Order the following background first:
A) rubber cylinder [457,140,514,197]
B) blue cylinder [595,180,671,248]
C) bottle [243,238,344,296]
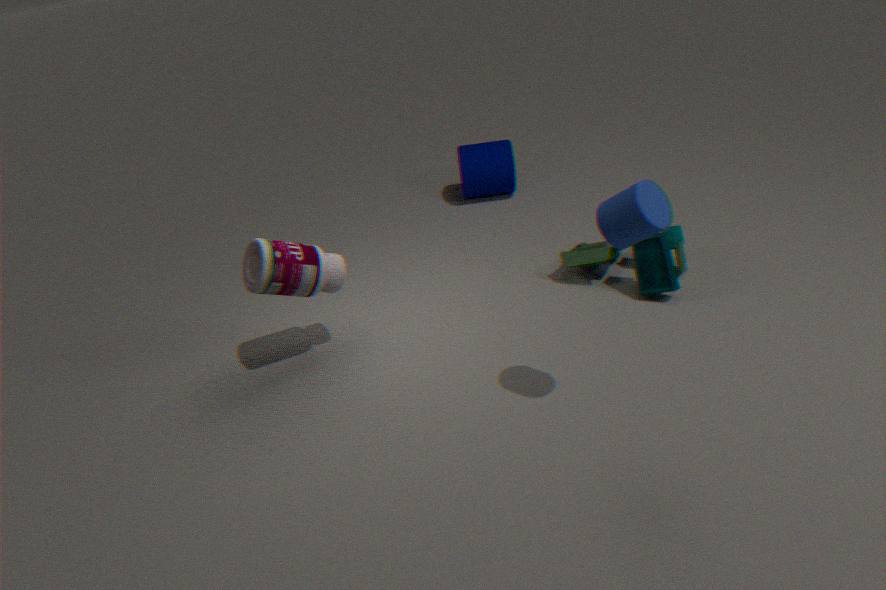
rubber cylinder [457,140,514,197]
bottle [243,238,344,296]
blue cylinder [595,180,671,248]
